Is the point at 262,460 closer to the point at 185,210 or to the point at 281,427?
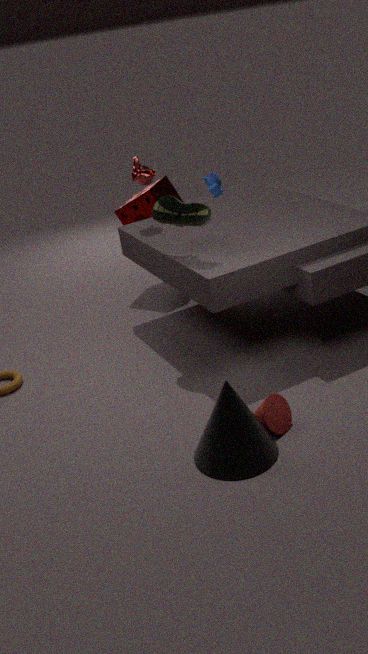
the point at 281,427
